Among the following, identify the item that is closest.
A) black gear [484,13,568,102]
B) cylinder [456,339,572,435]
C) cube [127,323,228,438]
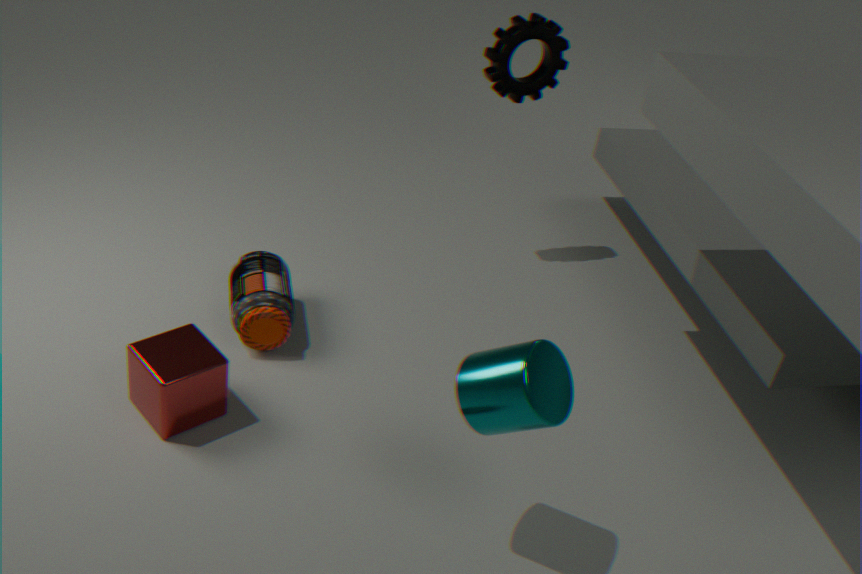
cylinder [456,339,572,435]
